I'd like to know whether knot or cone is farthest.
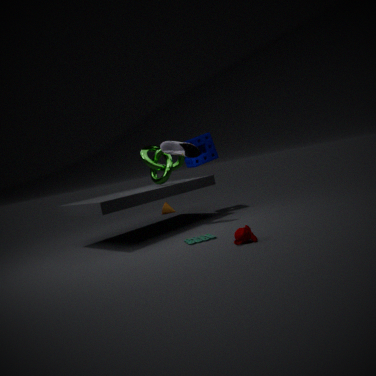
cone
